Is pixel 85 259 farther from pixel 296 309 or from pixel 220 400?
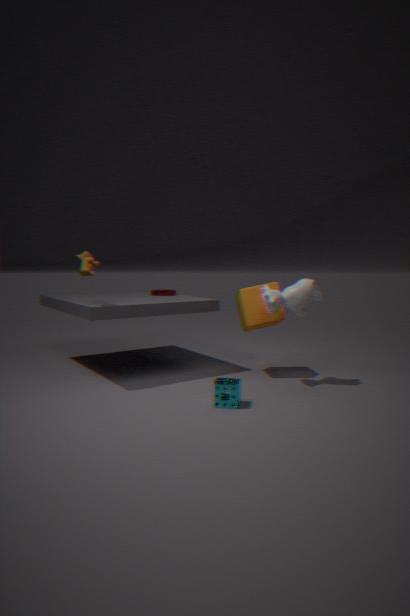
pixel 296 309
